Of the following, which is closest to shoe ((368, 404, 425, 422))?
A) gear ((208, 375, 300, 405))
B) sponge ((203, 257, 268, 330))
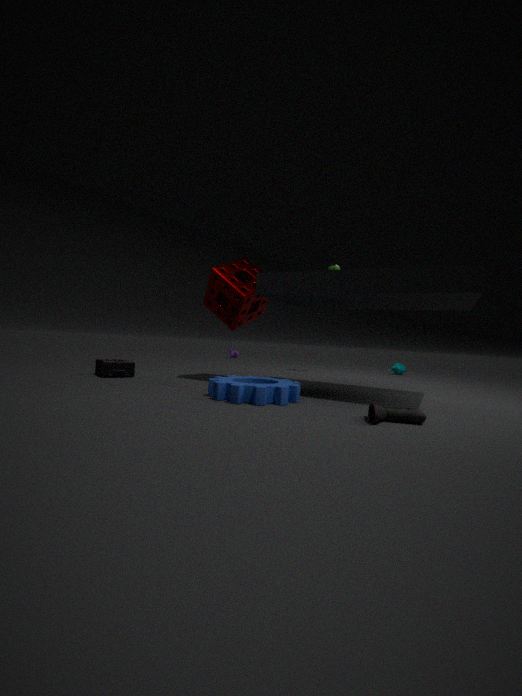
gear ((208, 375, 300, 405))
